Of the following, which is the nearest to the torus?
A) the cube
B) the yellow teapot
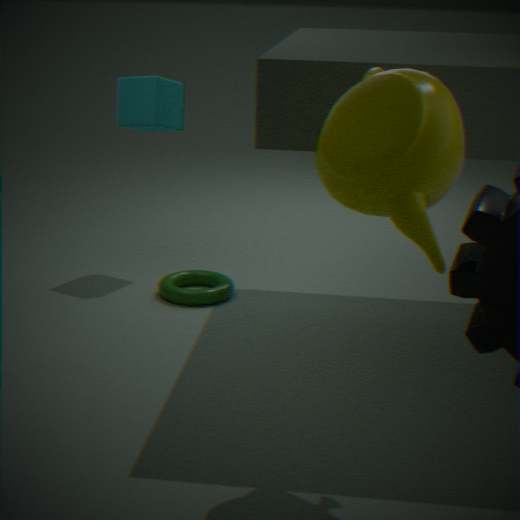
the cube
